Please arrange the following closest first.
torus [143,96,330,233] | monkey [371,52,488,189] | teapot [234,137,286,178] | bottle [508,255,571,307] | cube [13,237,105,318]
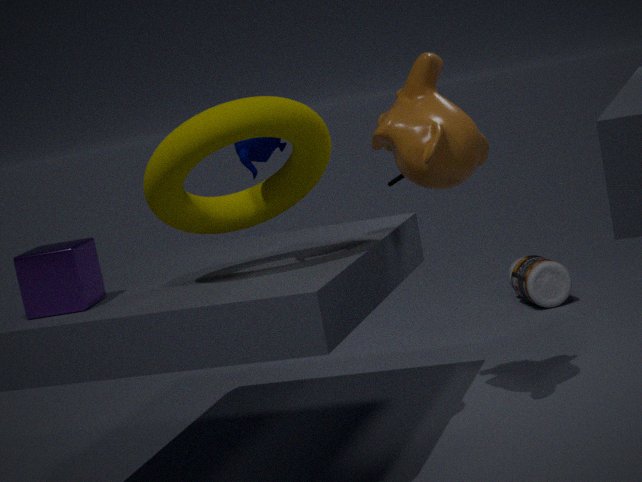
torus [143,96,330,233]
teapot [234,137,286,178]
cube [13,237,105,318]
monkey [371,52,488,189]
bottle [508,255,571,307]
